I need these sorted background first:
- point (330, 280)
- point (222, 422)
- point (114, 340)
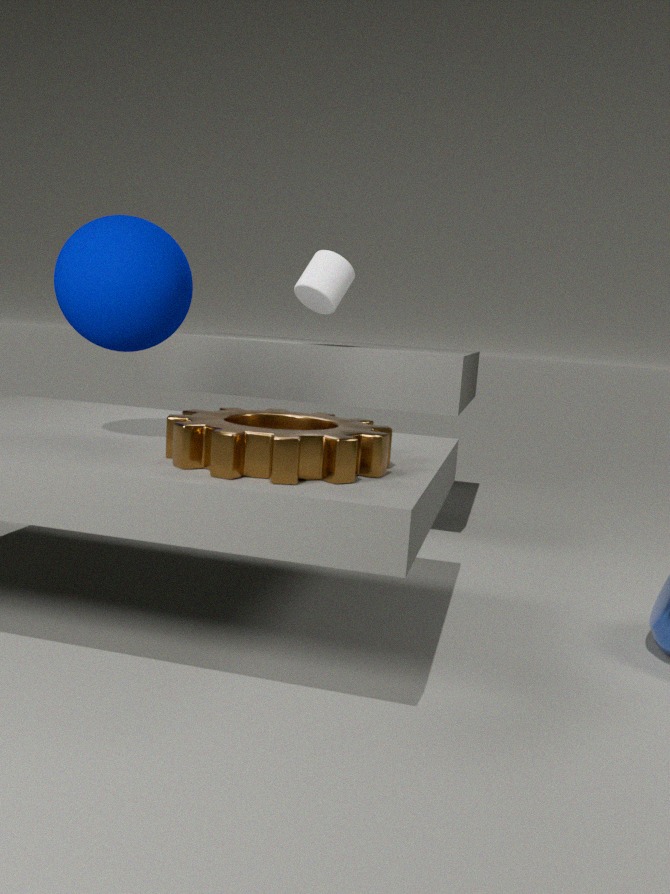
1. point (330, 280)
2. point (114, 340)
3. point (222, 422)
